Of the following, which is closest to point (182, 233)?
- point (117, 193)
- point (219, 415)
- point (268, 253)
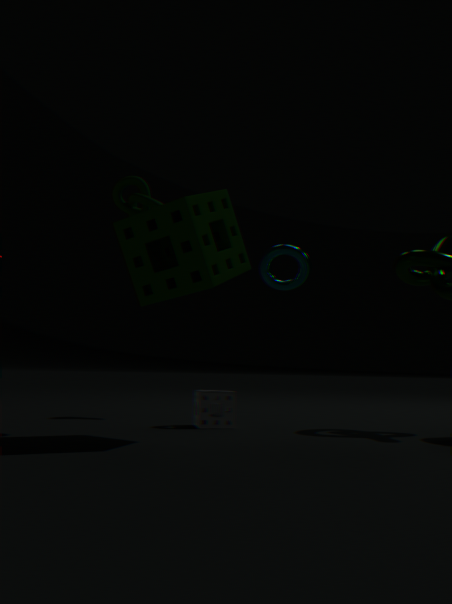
point (117, 193)
